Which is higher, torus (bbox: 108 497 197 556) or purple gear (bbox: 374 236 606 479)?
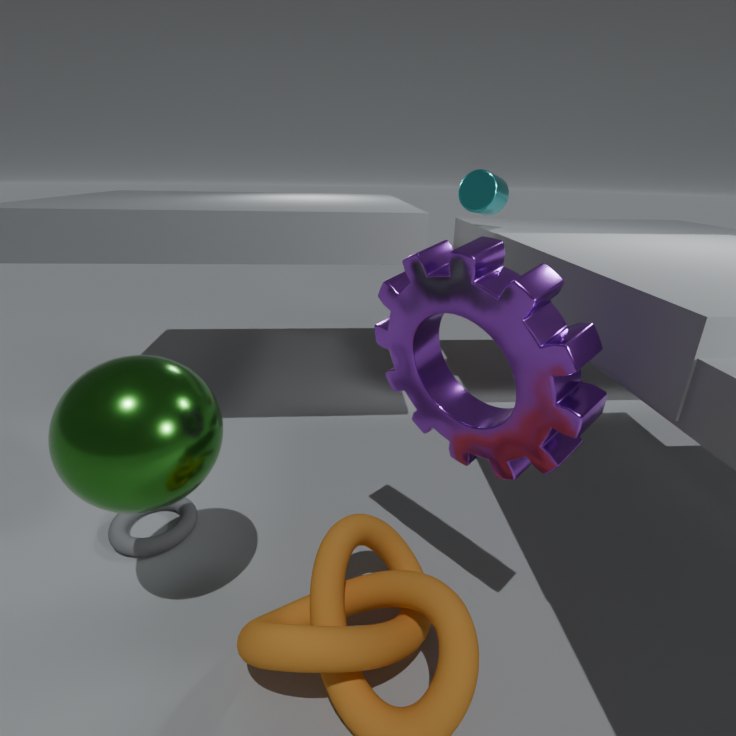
purple gear (bbox: 374 236 606 479)
